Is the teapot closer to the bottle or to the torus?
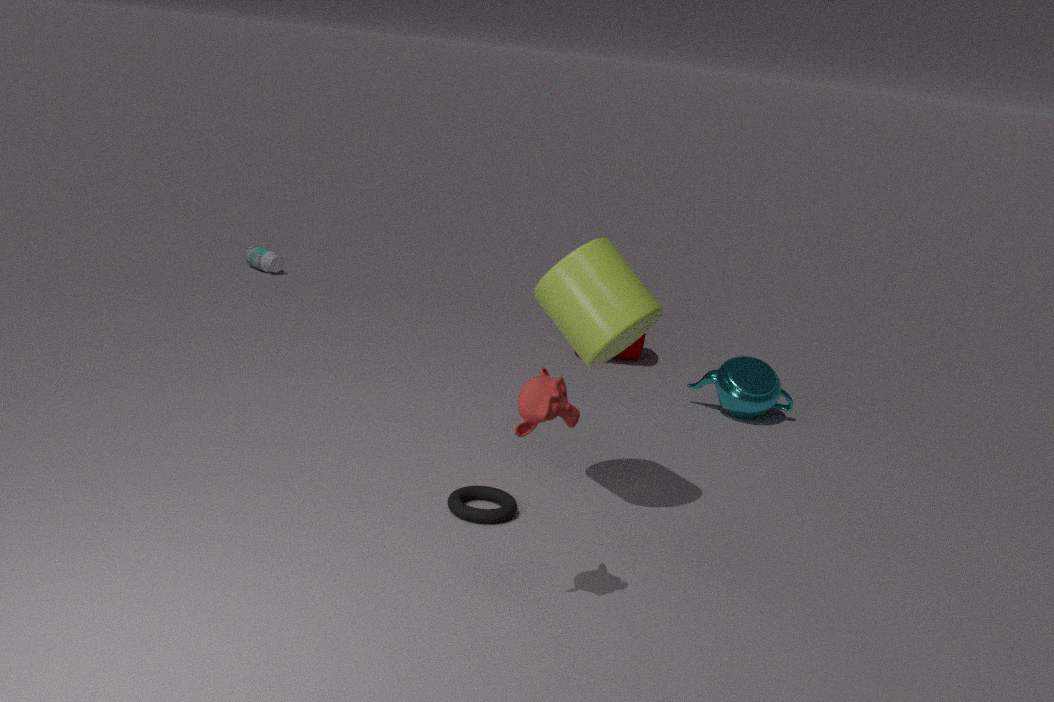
the torus
